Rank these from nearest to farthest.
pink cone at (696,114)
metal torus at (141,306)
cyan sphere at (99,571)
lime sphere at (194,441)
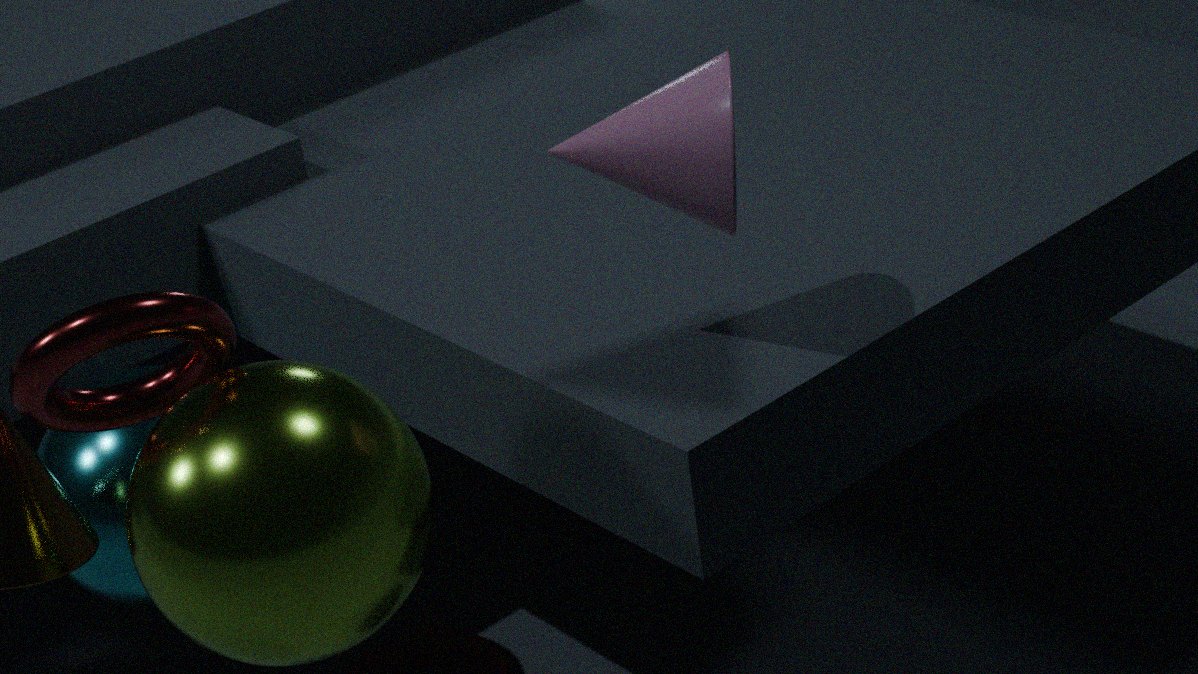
lime sphere at (194,441)
metal torus at (141,306)
pink cone at (696,114)
cyan sphere at (99,571)
